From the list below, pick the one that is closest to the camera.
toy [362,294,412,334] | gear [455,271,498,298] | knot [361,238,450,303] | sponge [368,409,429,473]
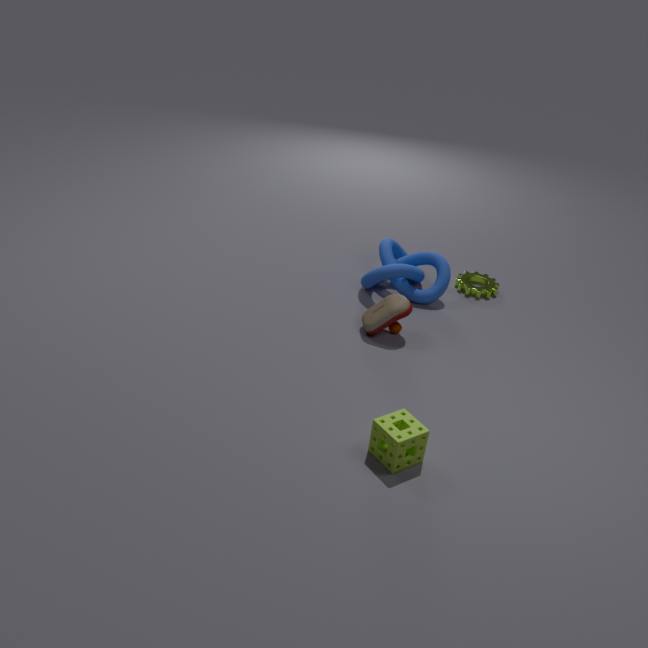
sponge [368,409,429,473]
